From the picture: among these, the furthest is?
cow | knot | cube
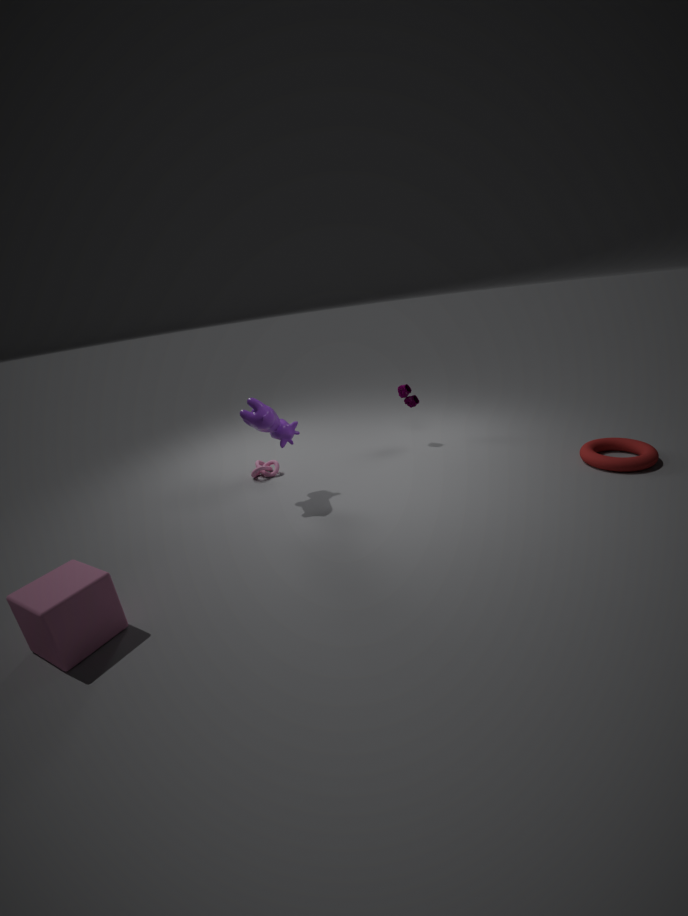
knot
